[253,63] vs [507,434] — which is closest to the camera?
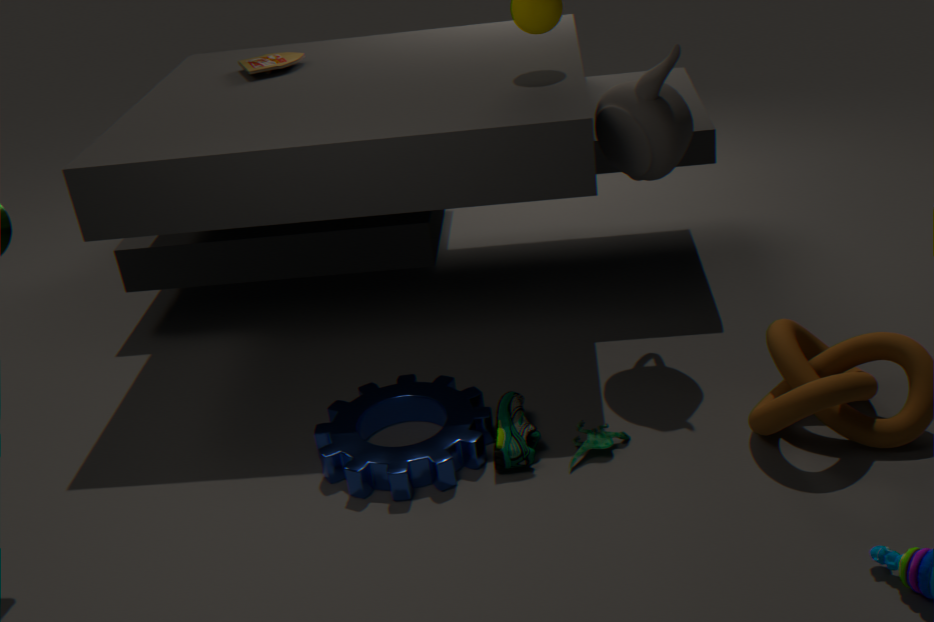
[507,434]
